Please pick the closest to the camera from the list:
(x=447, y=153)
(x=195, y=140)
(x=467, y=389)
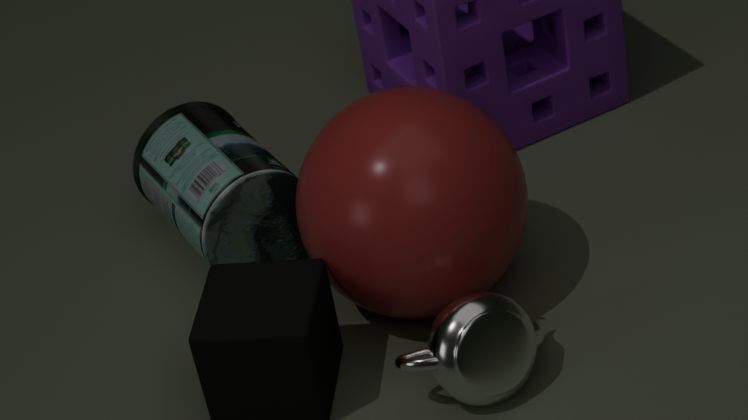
(x=467, y=389)
